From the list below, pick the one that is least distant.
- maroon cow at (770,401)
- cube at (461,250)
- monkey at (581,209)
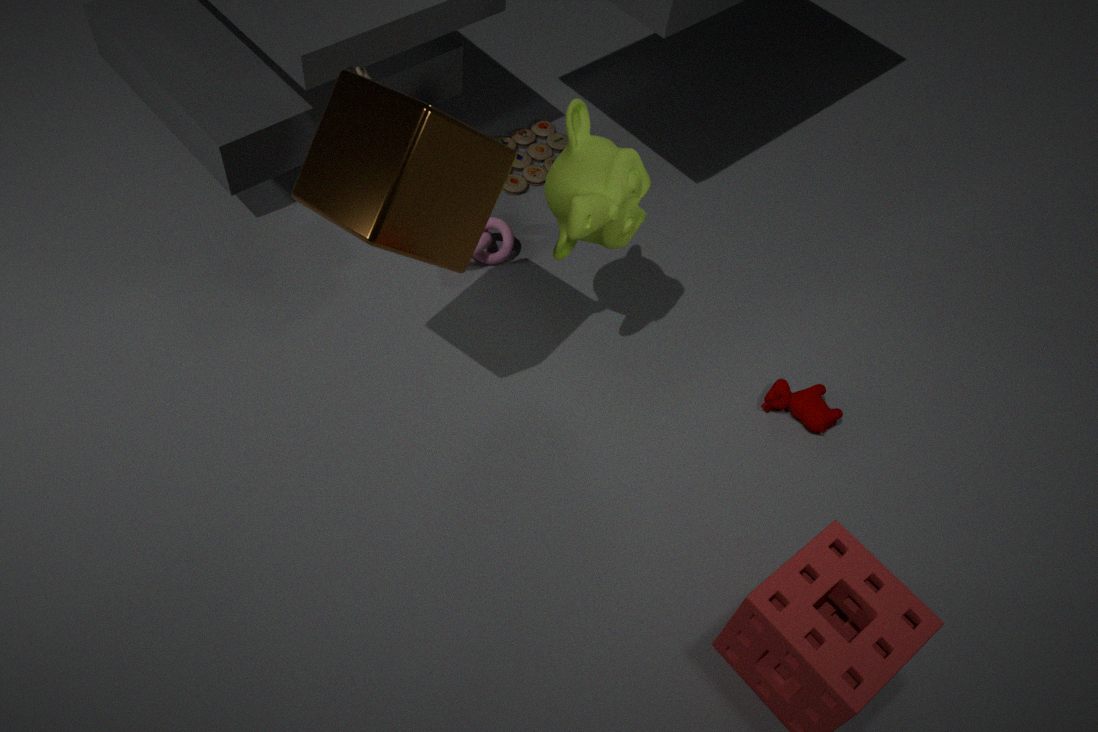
cube at (461,250)
